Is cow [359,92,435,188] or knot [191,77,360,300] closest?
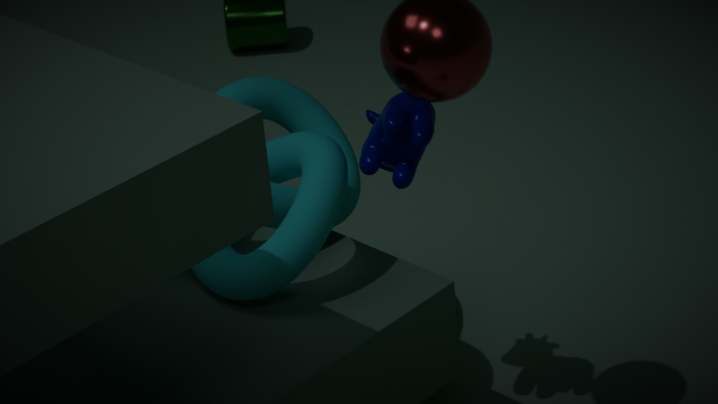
cow [359,92,435,188]
